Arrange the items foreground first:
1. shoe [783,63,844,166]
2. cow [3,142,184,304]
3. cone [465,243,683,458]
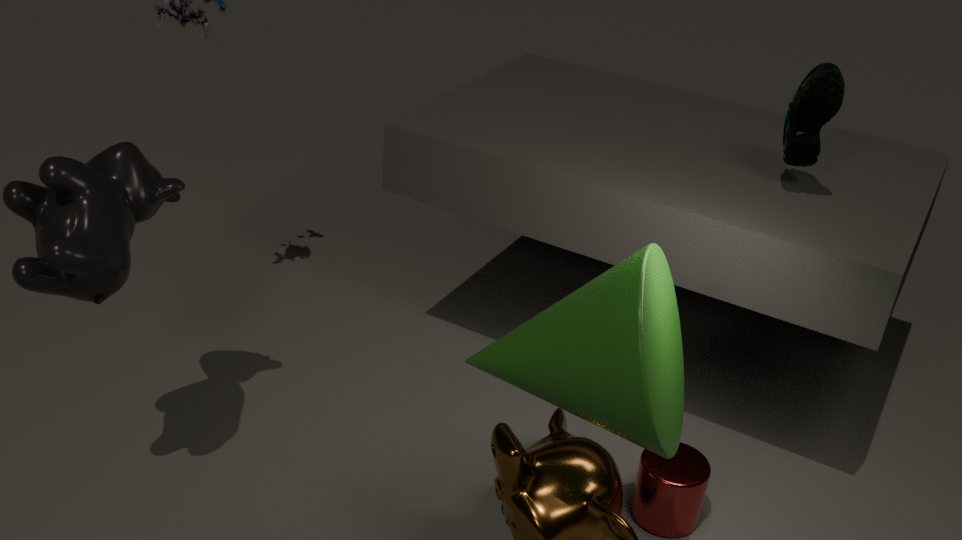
cone [465,243,683,458], cow [3,142,184,304], shoe [783,63,844,166]
